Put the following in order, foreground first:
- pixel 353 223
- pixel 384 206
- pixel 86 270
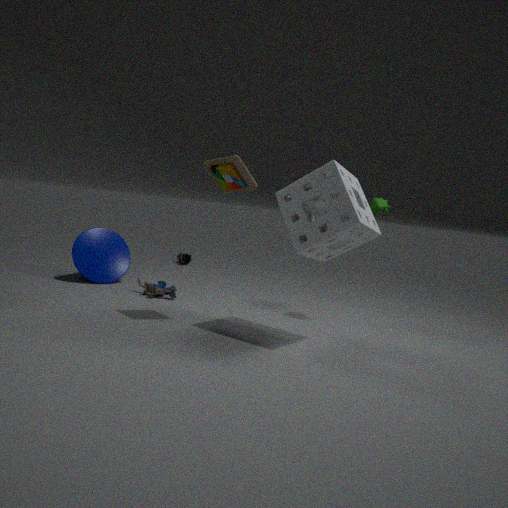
pixel 353 223 → pixel 384 206 → pixel 86 270
